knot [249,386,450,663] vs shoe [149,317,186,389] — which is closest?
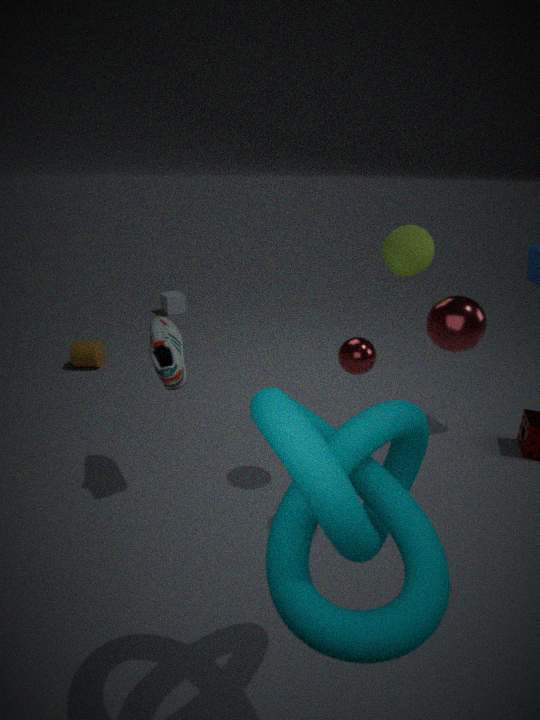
knot [249,386,450,663]
